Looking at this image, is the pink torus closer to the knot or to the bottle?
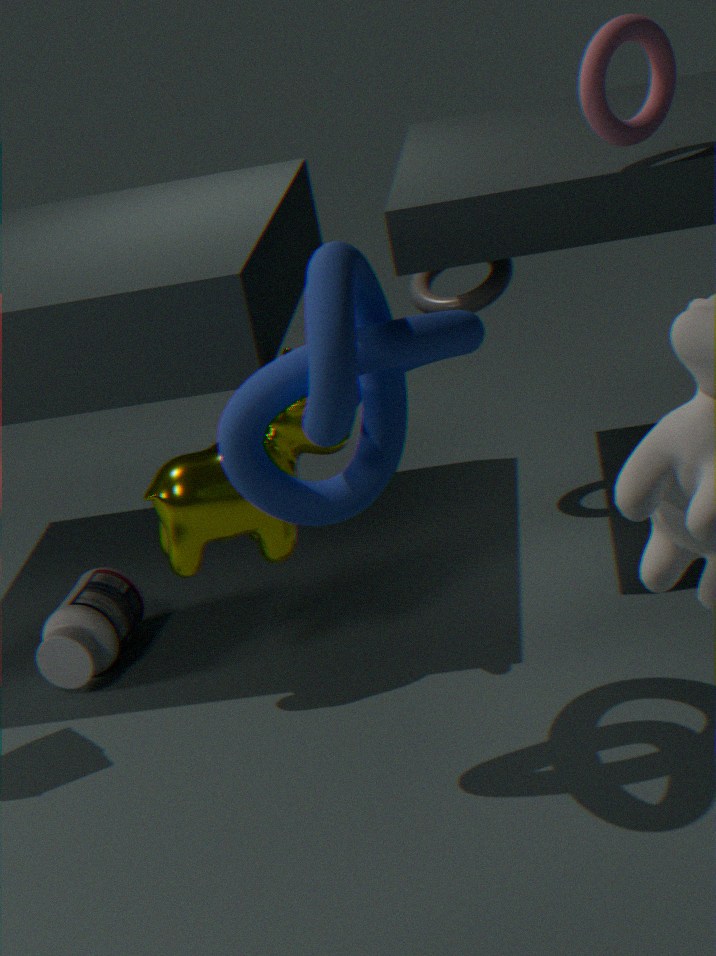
the knot
